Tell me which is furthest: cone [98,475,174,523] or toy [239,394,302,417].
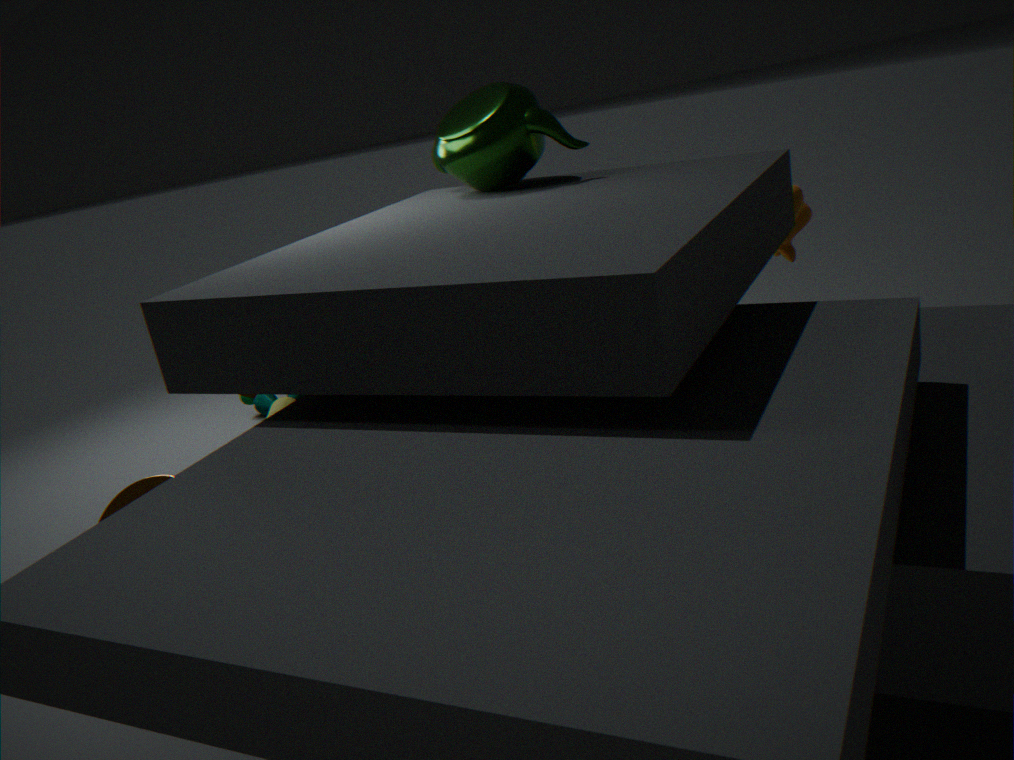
toy [239,394,302,417]
